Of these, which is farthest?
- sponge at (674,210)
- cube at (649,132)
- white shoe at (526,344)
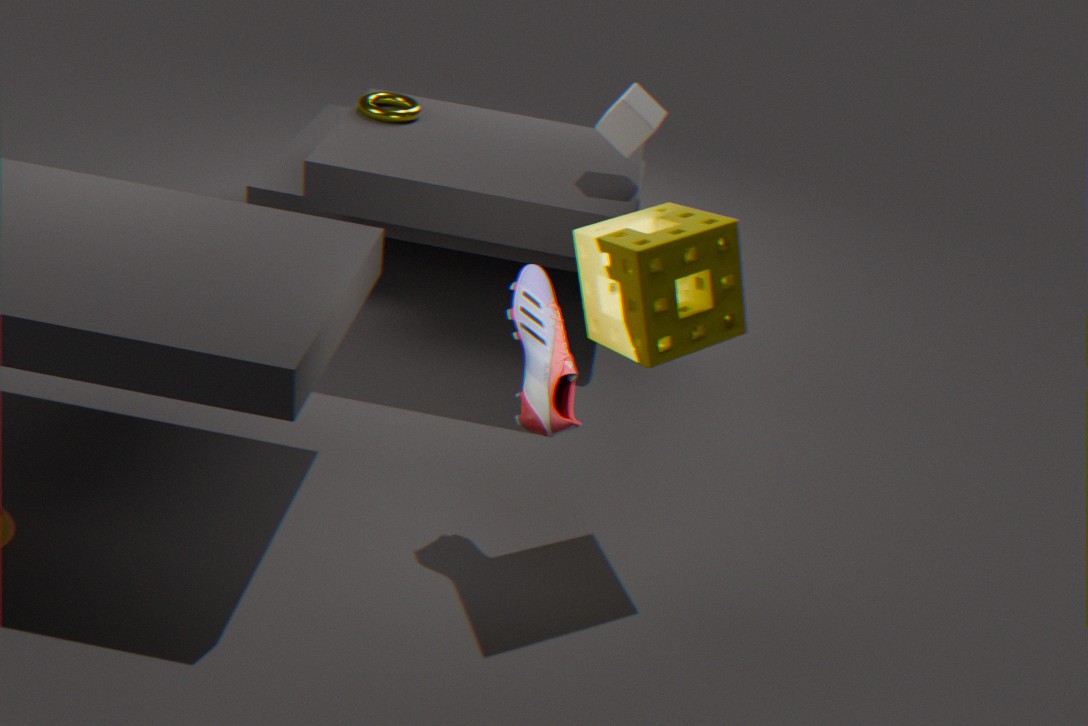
cube at (649,132)
